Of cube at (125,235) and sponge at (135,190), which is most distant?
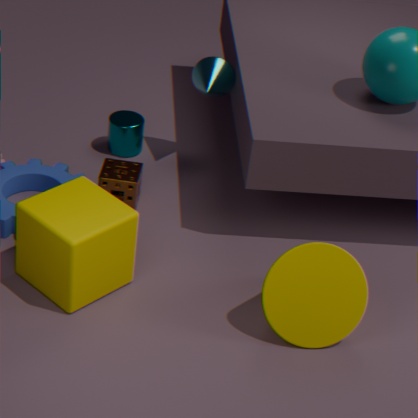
sponge at (135,190)
